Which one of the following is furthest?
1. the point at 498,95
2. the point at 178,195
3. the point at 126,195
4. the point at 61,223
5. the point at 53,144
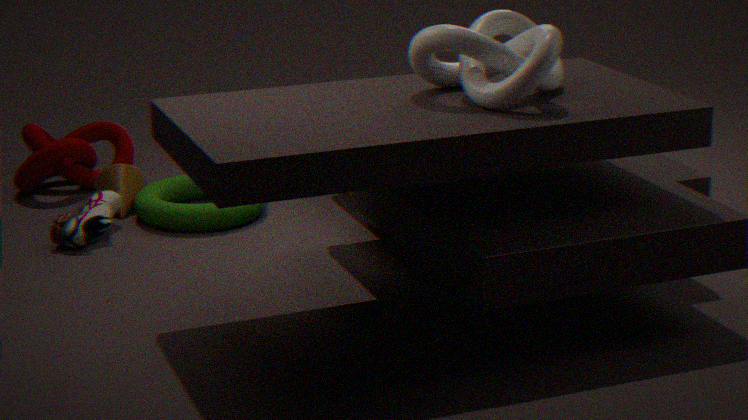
the point at 53,144
